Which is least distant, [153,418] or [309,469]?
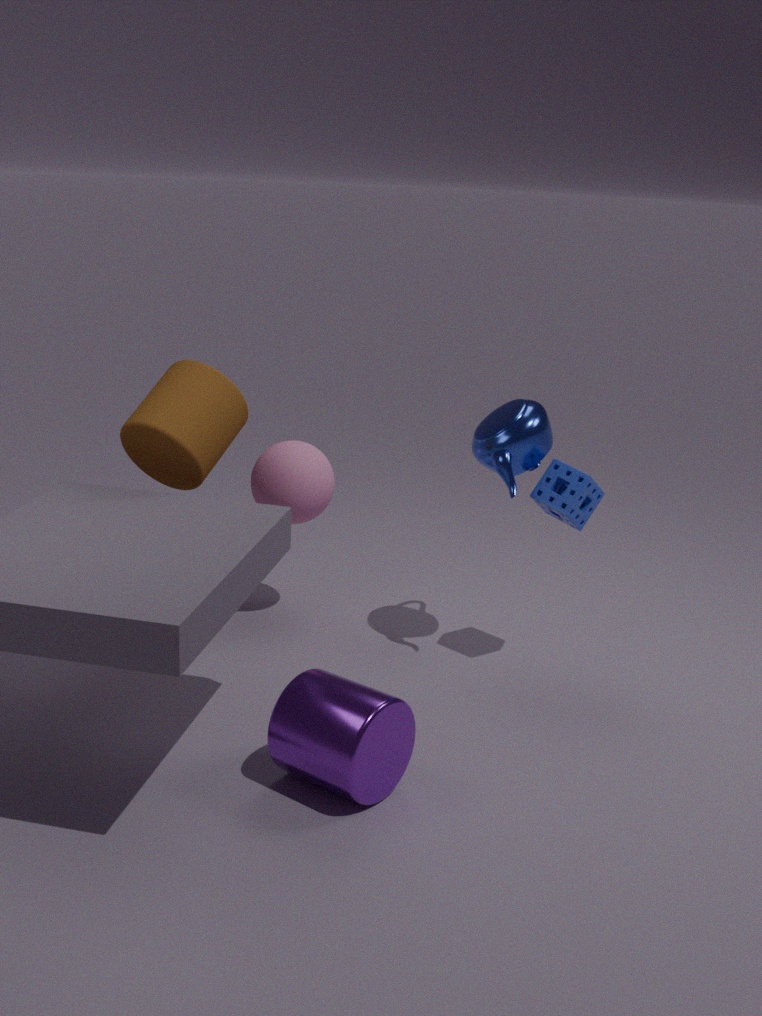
[153,418]
